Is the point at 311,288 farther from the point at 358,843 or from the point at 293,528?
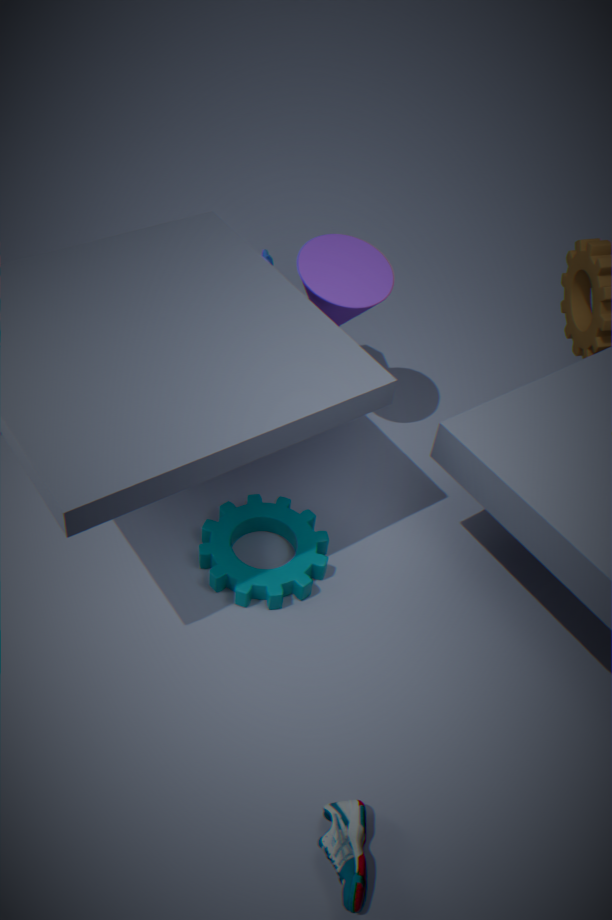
the point at 358,843
